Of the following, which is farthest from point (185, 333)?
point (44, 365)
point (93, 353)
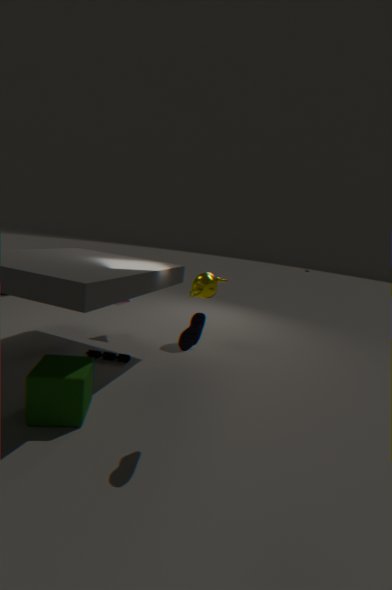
point (93, 353)
